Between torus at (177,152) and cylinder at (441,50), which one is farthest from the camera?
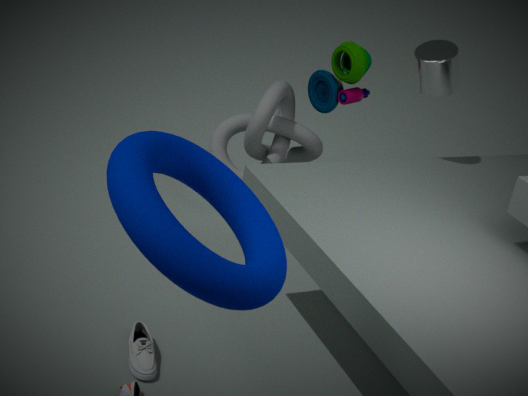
cylinder at (441,50)
